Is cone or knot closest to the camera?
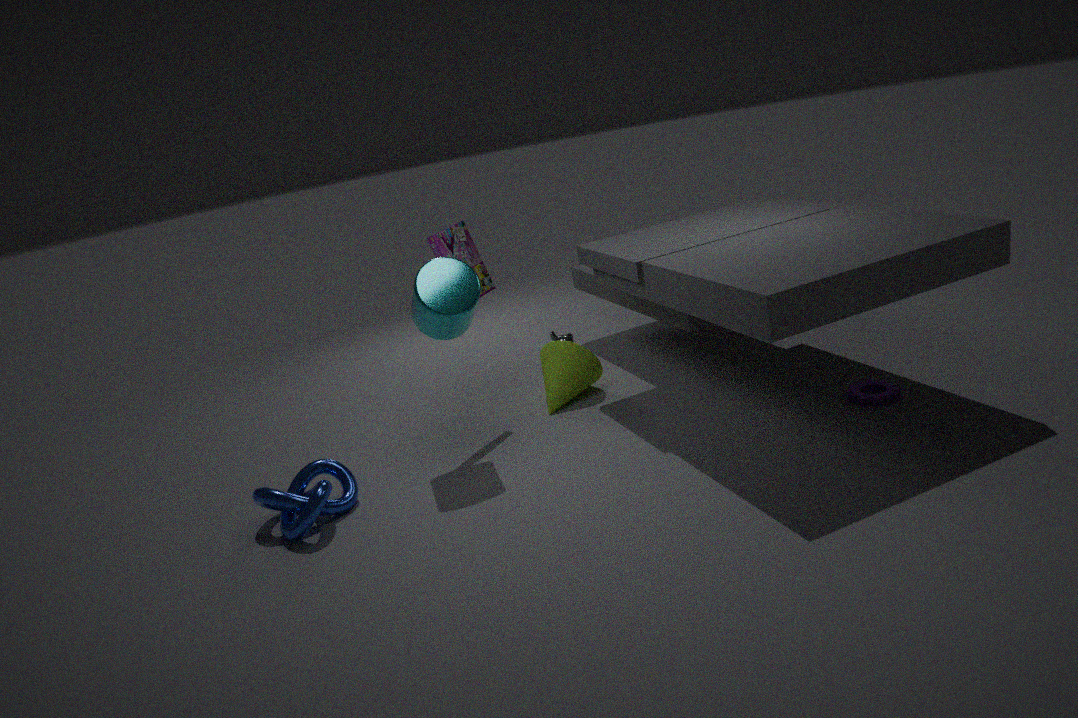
knot
